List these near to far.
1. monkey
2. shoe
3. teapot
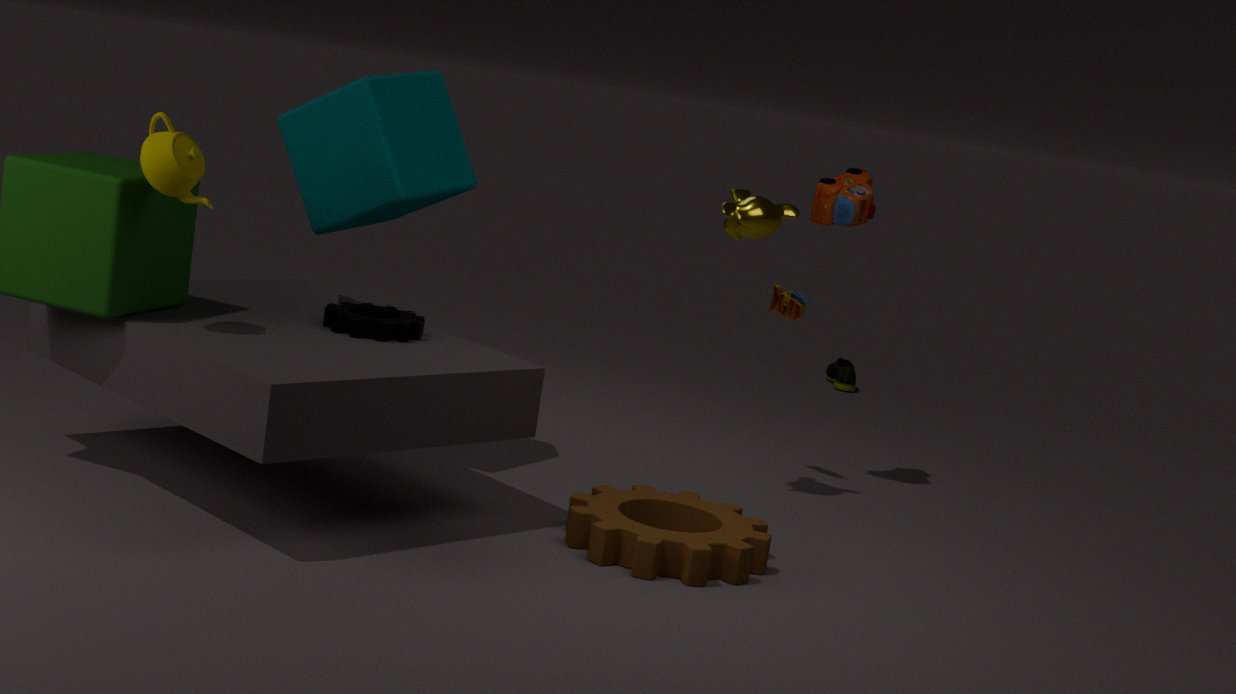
1. teapot
2. monkey
3. shoe
